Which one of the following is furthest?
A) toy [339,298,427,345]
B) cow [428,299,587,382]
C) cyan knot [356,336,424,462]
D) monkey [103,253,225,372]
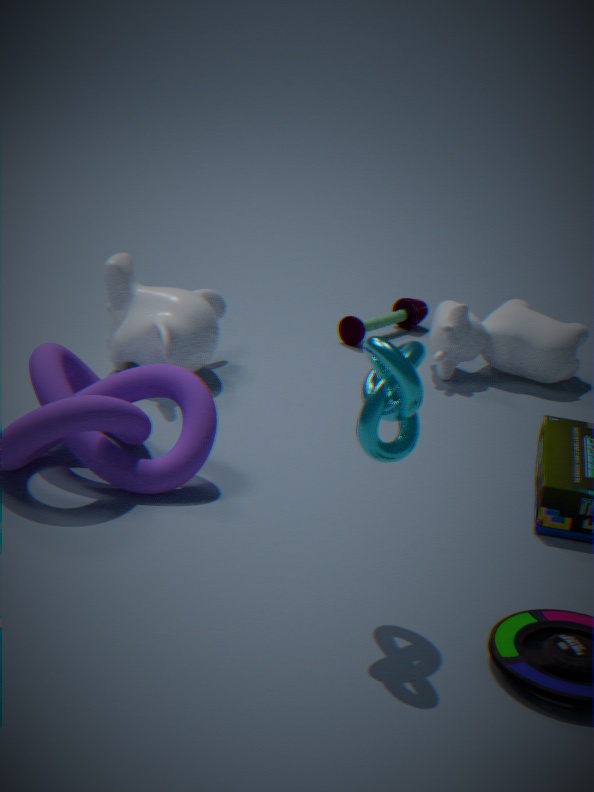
toy [339,298,427,345]
